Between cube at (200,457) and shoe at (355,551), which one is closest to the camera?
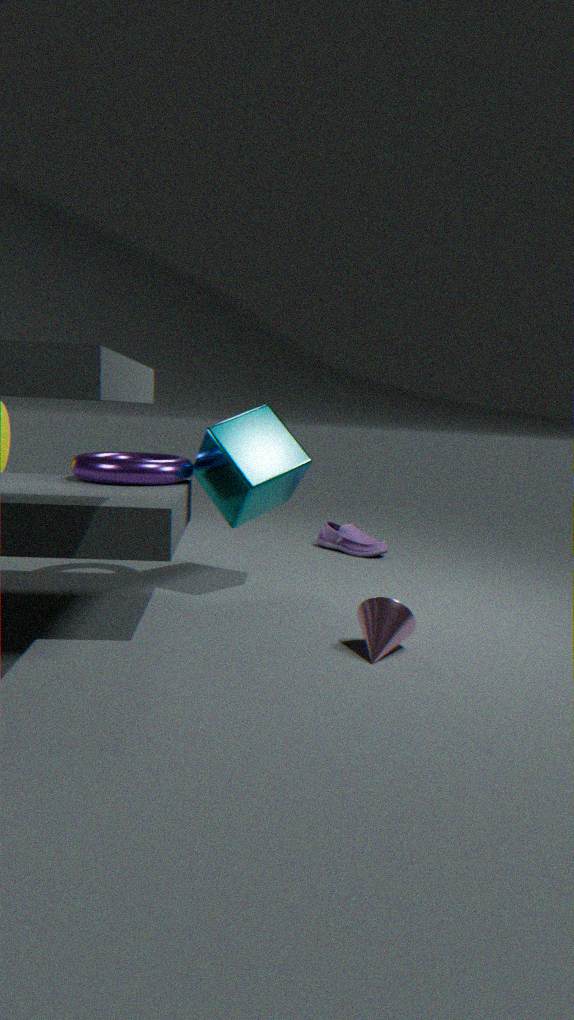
cube at (200,457)
